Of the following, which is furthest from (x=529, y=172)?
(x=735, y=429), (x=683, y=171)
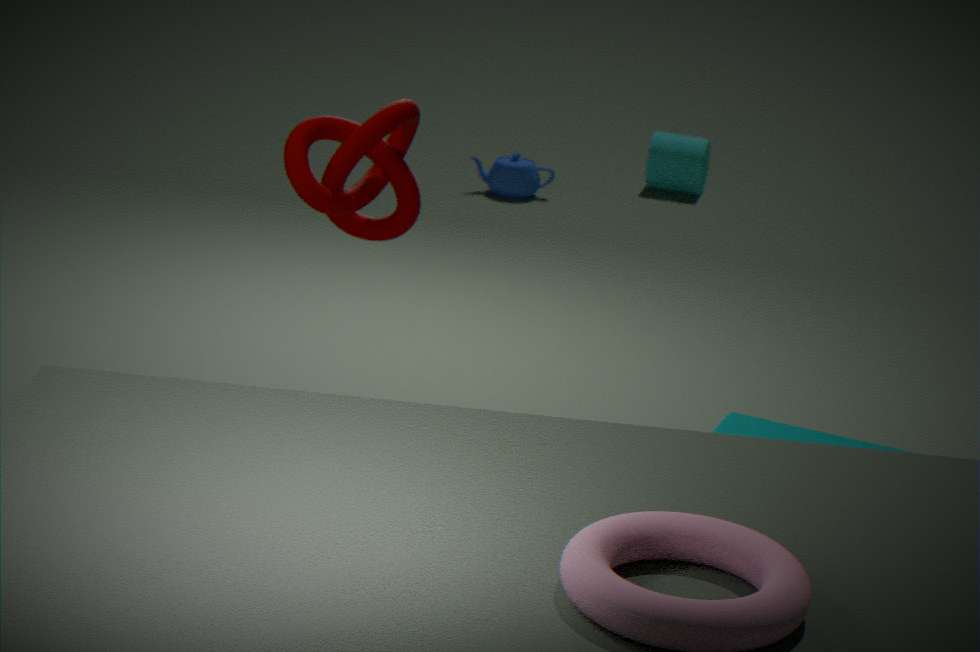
(x=735, y=429)
